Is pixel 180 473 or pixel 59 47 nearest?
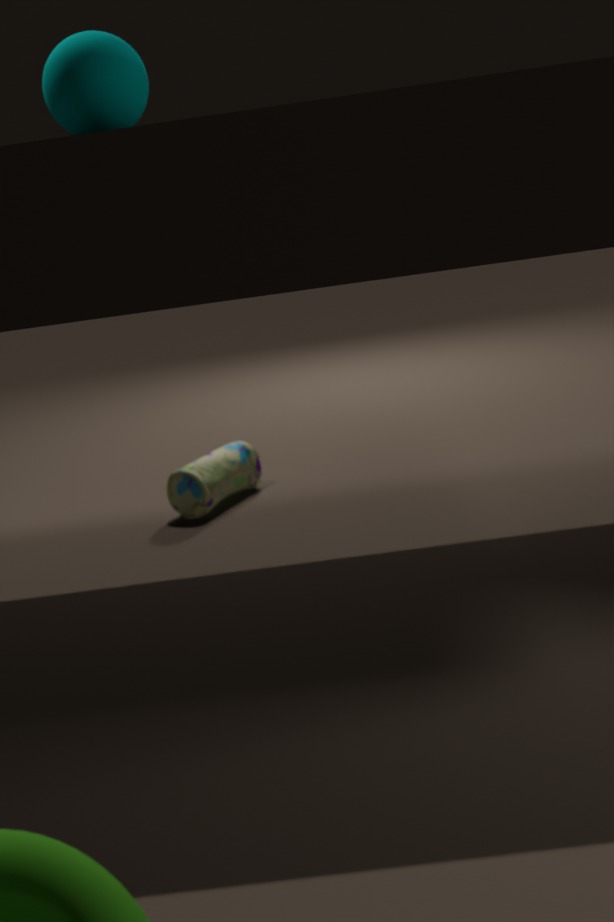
pixel 59 47
